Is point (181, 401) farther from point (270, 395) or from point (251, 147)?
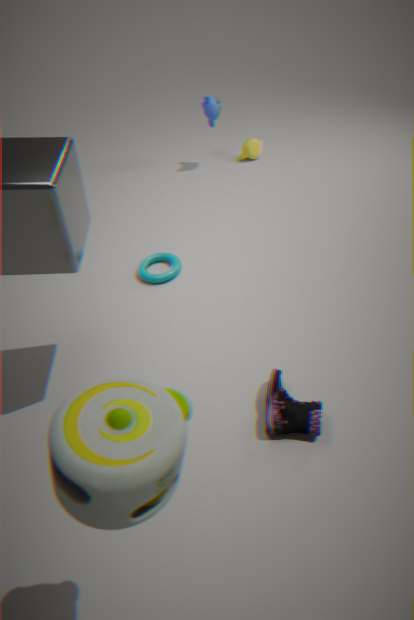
point (251, 147)
